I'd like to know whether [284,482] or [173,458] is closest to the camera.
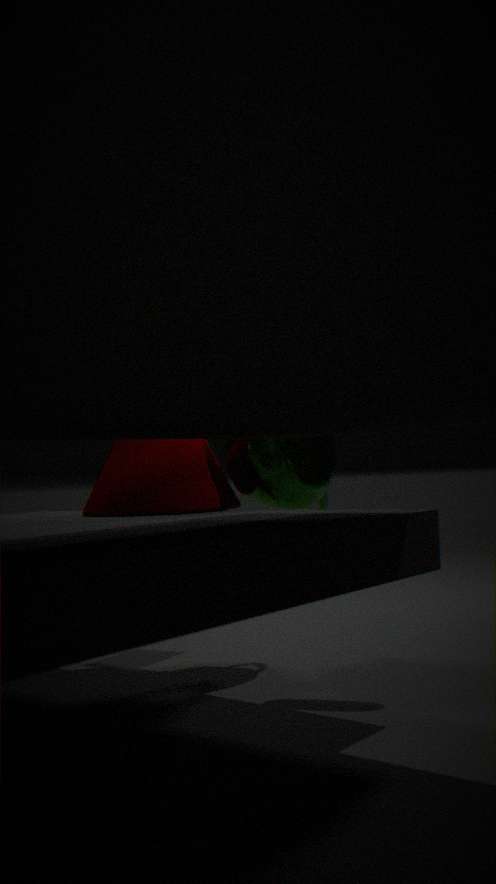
[173,458]
